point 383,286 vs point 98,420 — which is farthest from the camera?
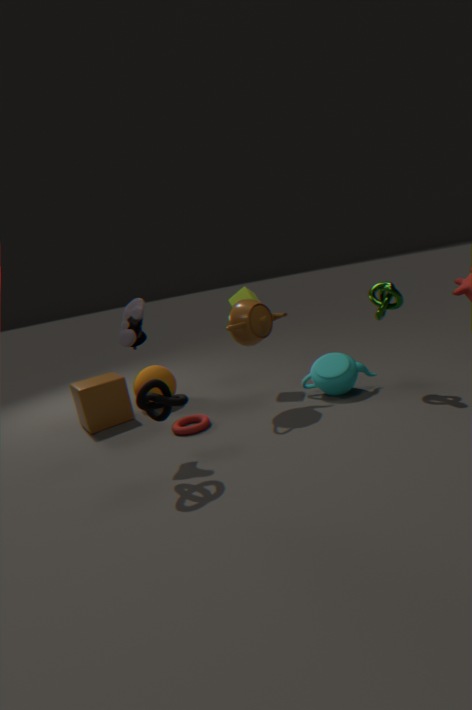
point 98,420
